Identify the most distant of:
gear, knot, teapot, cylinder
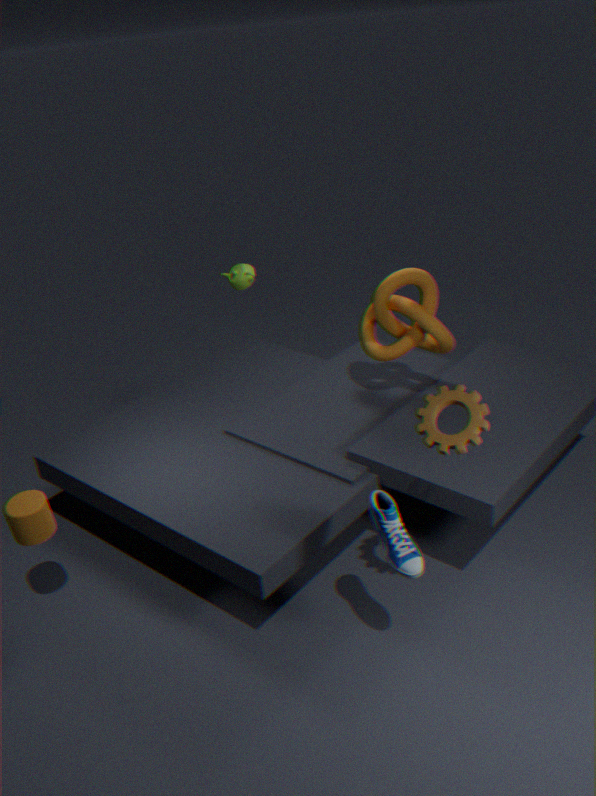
teapot
